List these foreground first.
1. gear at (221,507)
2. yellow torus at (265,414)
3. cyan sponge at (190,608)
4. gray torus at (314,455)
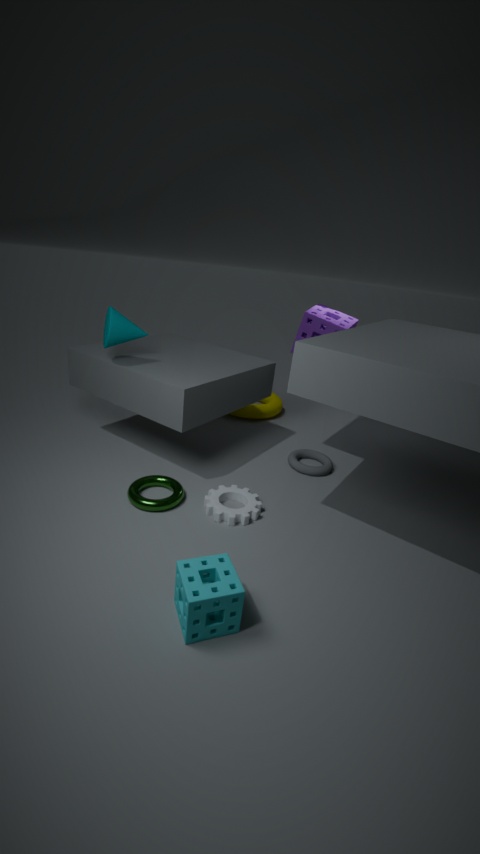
cyan sponge at (190,608), gear at (221,507), gray torus at (314,455), yellow torus at (265,414)
